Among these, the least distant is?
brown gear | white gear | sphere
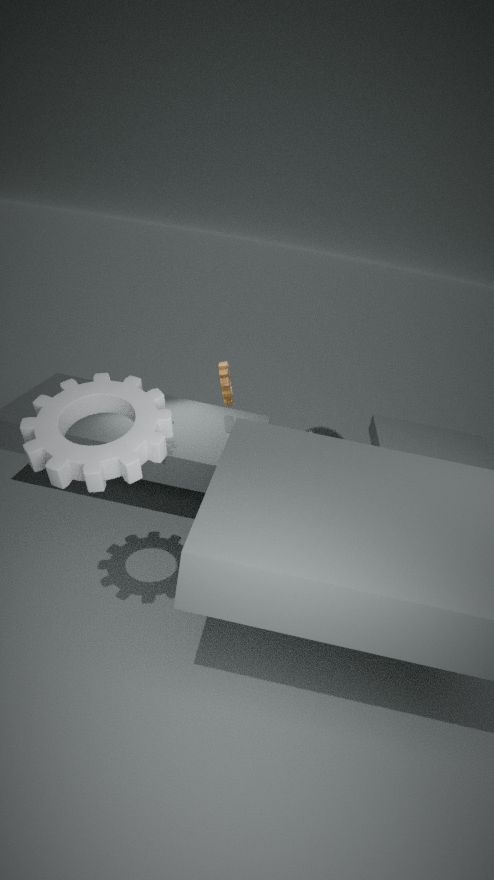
white gear
